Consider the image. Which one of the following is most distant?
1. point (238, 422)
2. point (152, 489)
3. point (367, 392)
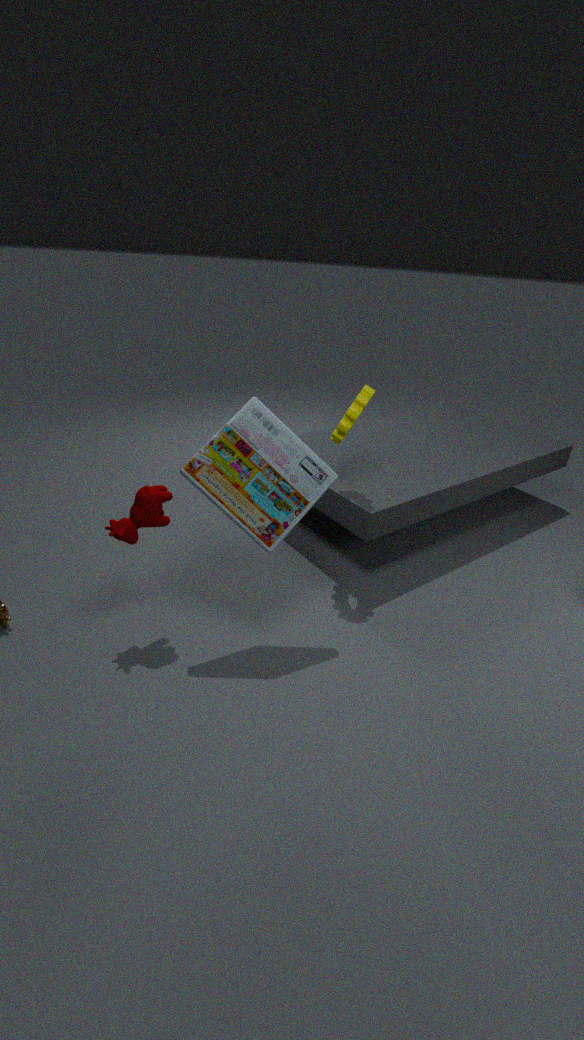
point (367, 392)
